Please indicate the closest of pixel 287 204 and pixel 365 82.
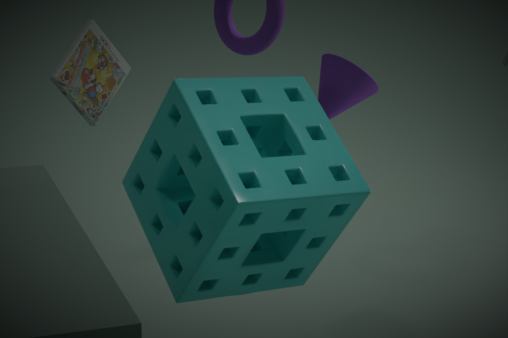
pixel 287 204
